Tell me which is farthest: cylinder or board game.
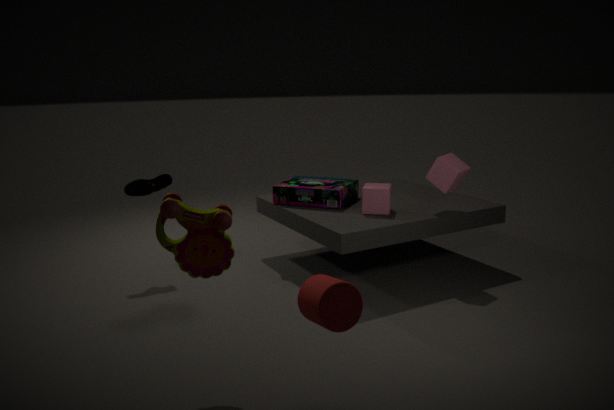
board game
